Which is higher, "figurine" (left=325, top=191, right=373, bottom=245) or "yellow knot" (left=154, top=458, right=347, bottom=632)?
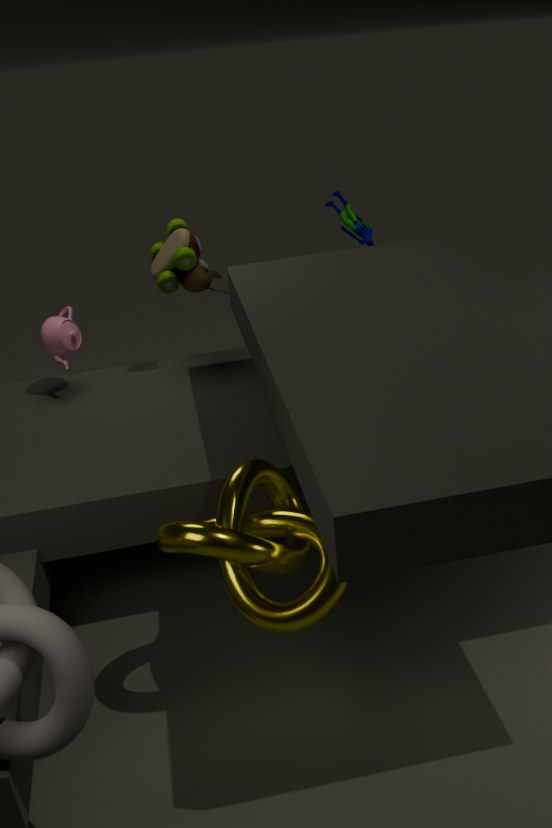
"figurine" (left=325, top=191, right=373, bottom=245)
